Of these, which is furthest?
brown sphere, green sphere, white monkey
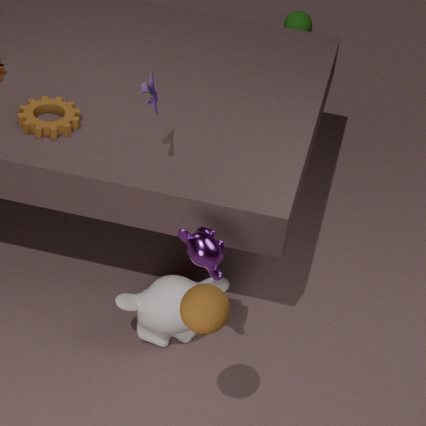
green sphere
